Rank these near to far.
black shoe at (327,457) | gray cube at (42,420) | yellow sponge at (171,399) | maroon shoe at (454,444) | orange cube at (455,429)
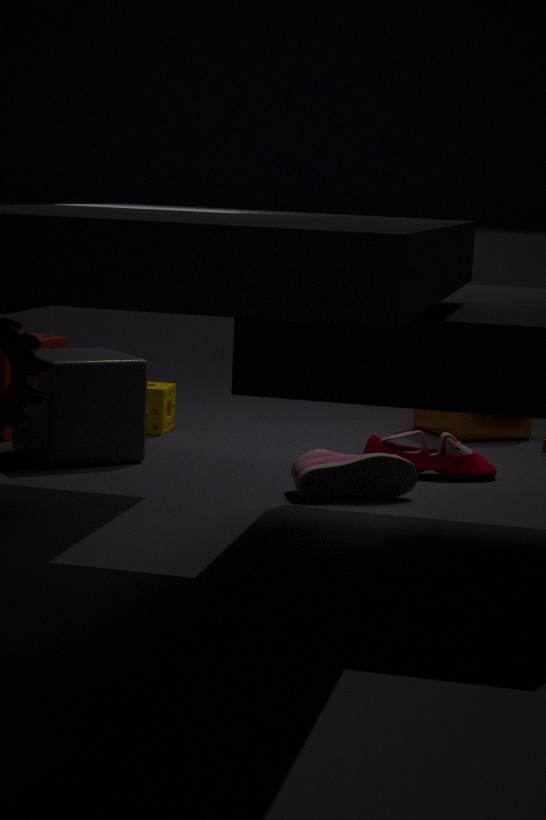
black shoe at (327,457)
gray cube at (42,420)
maroon shoe at (454,444)
yellow sponge at (171,399)
orange cube at (455,429)
